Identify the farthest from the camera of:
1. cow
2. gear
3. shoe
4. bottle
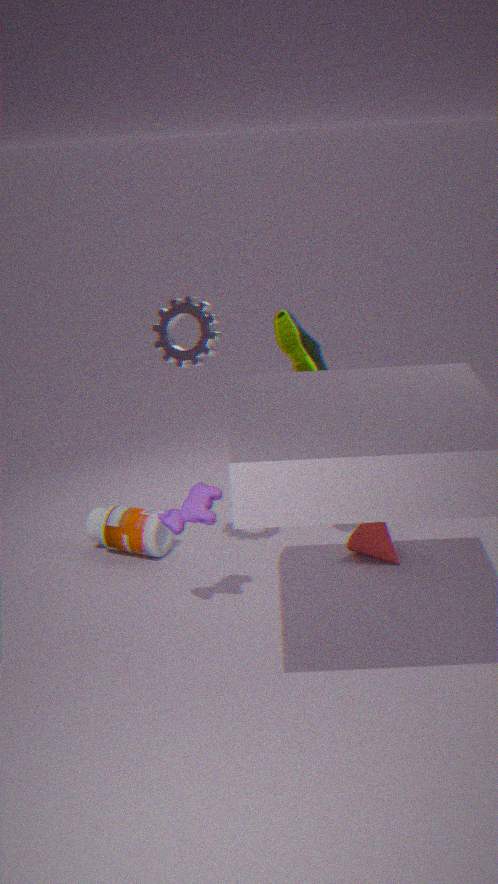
bottle
